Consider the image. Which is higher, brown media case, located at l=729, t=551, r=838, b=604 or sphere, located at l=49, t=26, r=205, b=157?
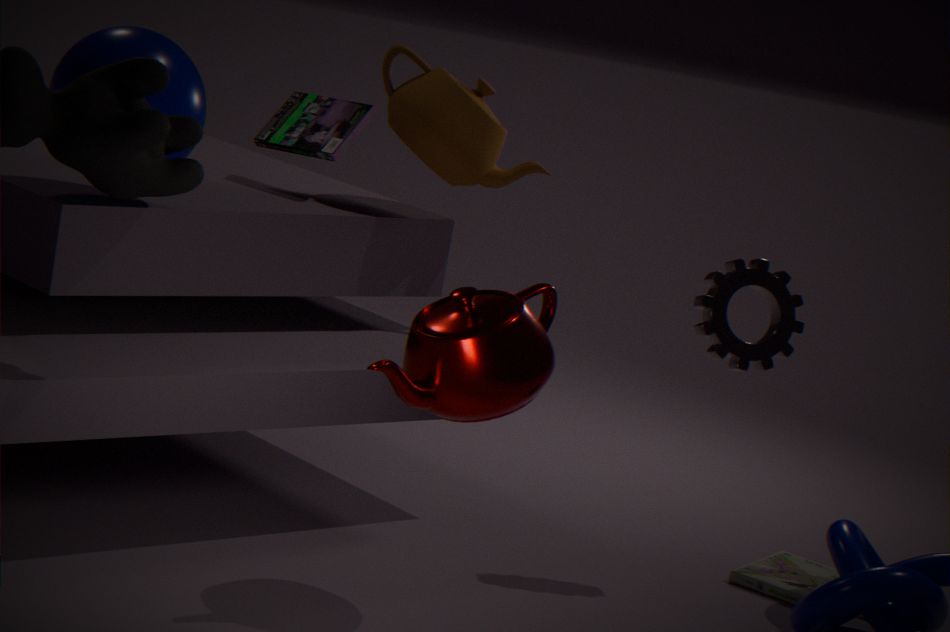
sphere, located at l=49, t=26, r=205, b=157
